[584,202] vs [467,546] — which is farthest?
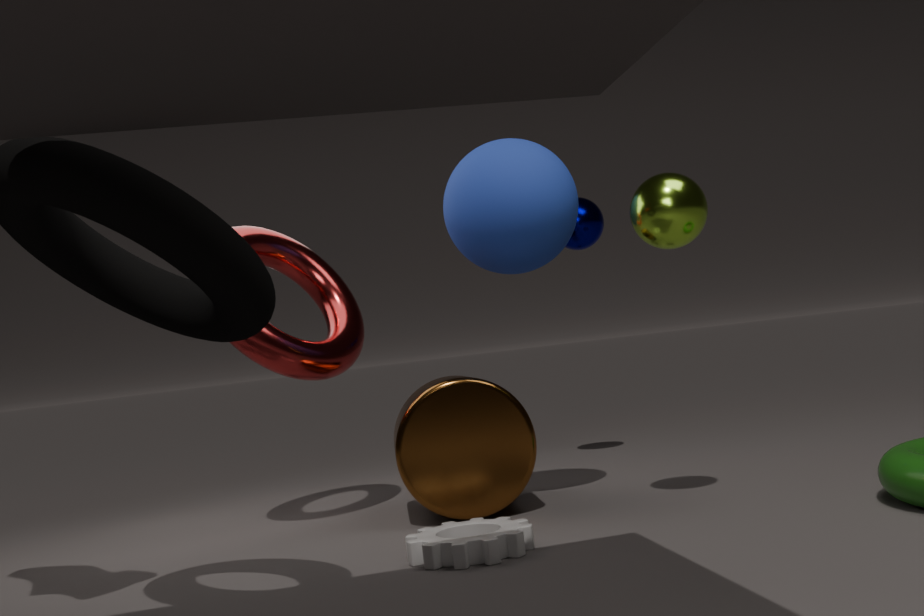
[584,202]
